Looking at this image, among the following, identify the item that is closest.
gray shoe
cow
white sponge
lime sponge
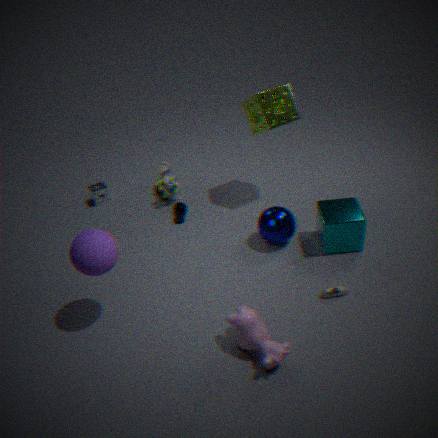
cow
